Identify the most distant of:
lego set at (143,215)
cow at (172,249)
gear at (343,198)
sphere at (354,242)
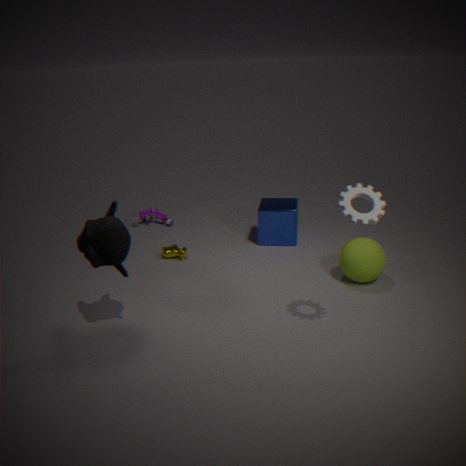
lego set at (143,215)
